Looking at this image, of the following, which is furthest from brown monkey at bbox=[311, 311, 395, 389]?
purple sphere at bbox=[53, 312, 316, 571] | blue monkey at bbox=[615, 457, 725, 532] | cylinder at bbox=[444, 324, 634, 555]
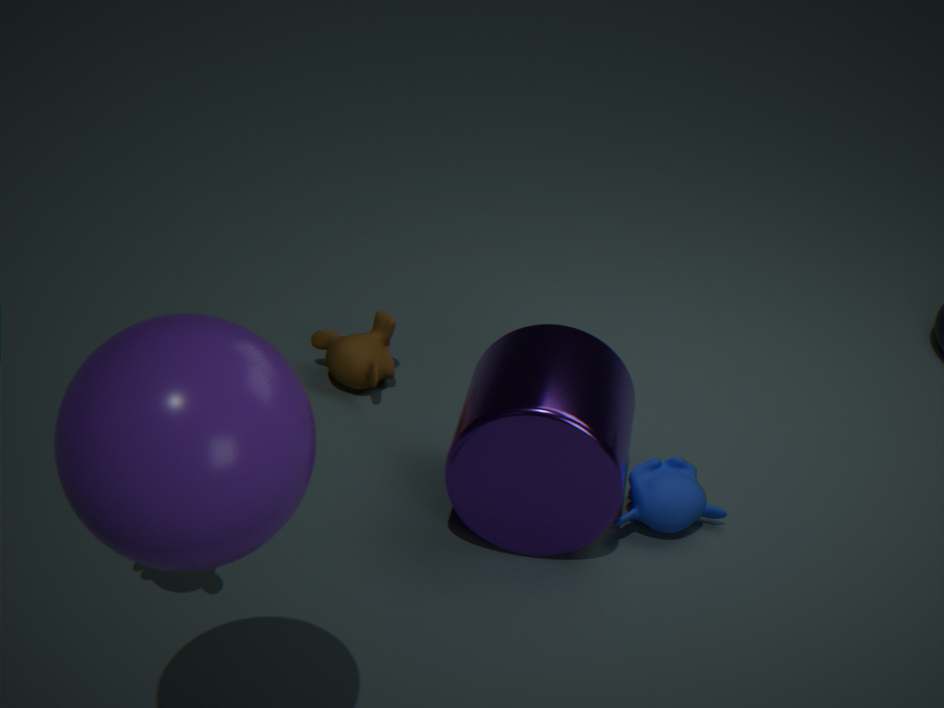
purple sphere at bbox=[53, 312, 316, 571]
